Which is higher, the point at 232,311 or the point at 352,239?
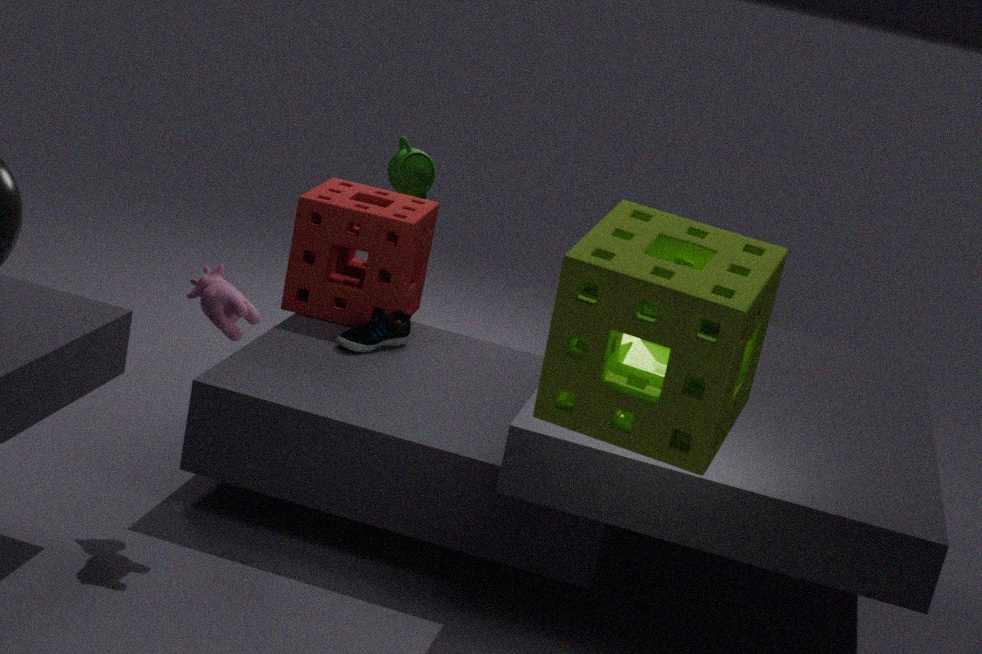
the point at 232,311
